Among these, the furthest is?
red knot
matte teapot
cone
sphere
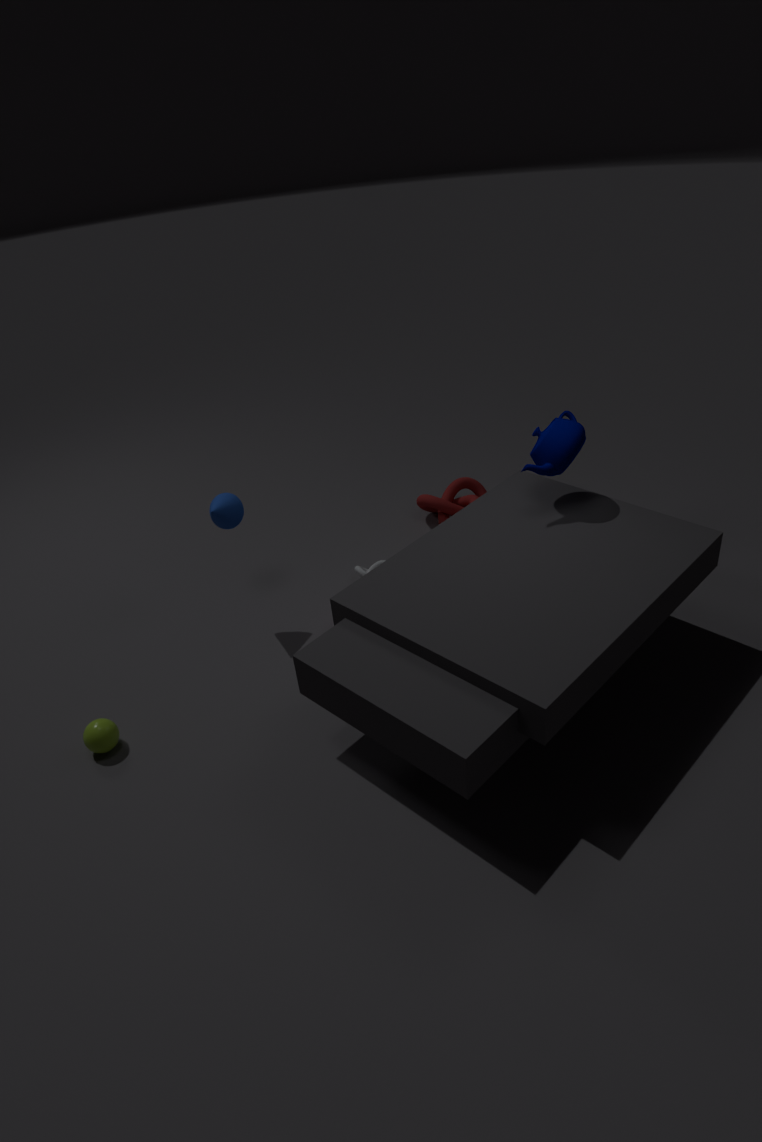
red knot
